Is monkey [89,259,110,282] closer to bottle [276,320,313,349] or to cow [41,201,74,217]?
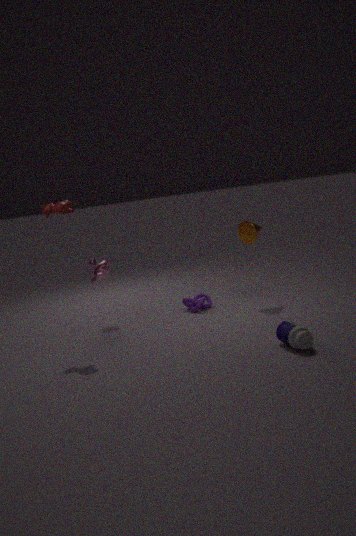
cow [41,201,74,217]
